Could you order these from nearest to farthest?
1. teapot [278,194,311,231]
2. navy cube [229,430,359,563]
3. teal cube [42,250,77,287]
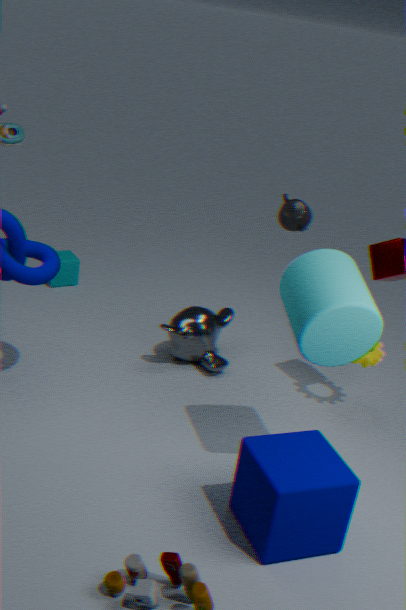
navy cube [229,430,359,563] → teapot [278,194,311,231] → teal cube [42,250,77,287]
